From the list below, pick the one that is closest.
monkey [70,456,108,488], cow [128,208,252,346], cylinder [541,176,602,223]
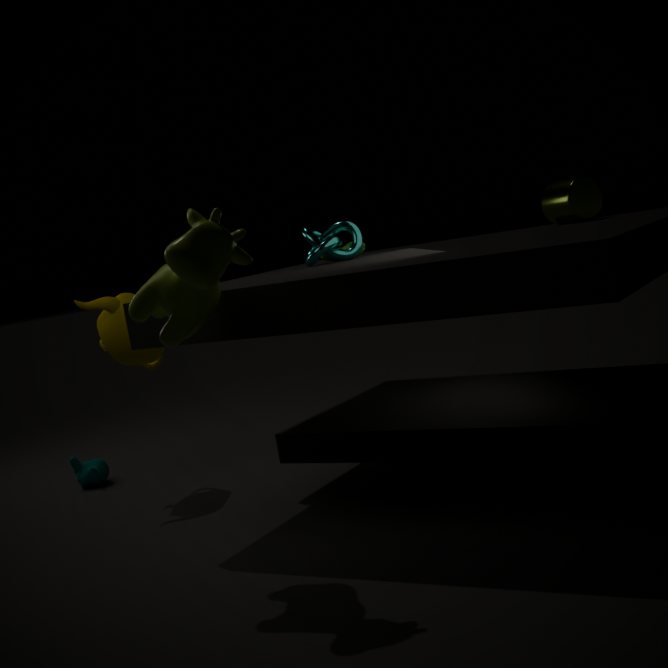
cow [128,208,252,346]
